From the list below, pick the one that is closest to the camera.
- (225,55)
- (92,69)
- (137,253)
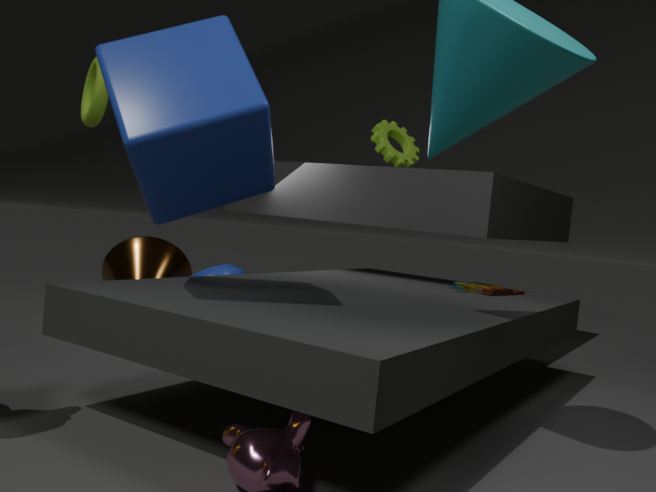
(225,55)
